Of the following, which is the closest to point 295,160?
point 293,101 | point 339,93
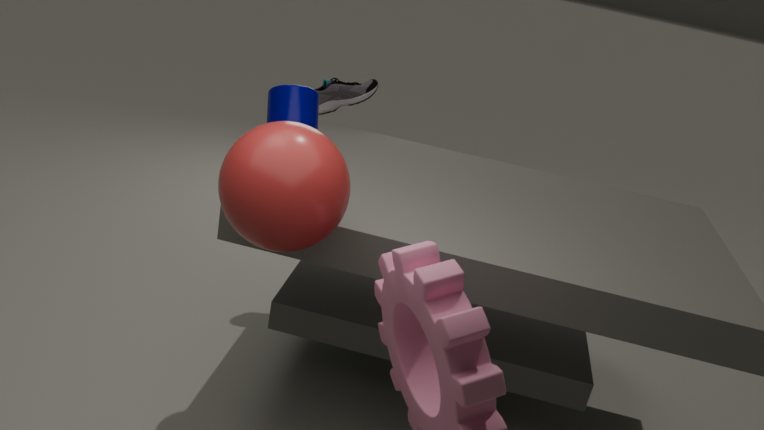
point 293,101
